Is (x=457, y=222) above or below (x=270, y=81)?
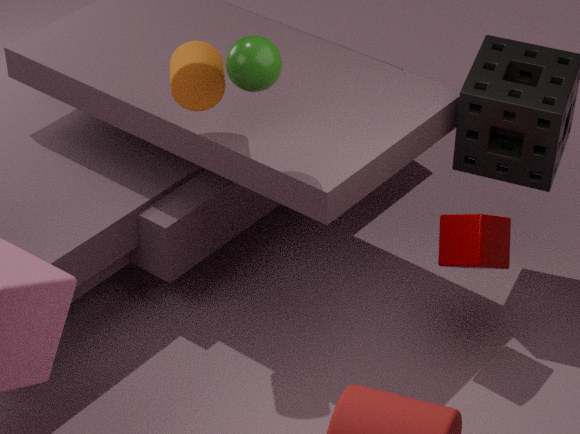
below
